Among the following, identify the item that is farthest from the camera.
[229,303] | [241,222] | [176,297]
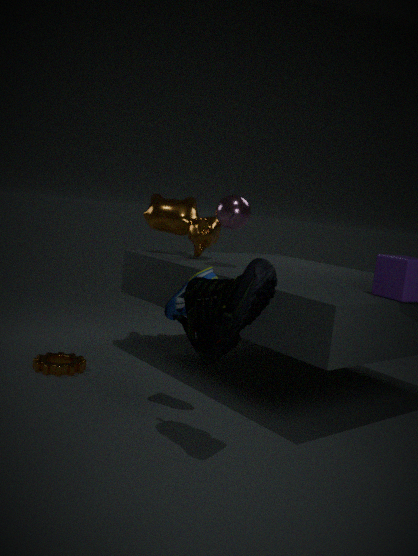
[241,222]
